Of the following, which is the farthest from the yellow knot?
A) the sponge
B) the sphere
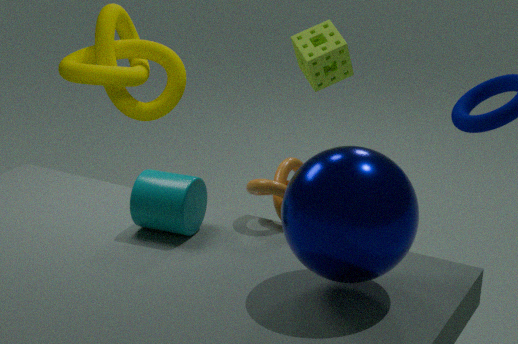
the sphere
